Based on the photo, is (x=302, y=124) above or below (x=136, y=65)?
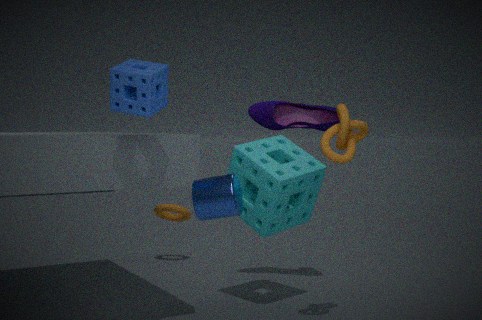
below
